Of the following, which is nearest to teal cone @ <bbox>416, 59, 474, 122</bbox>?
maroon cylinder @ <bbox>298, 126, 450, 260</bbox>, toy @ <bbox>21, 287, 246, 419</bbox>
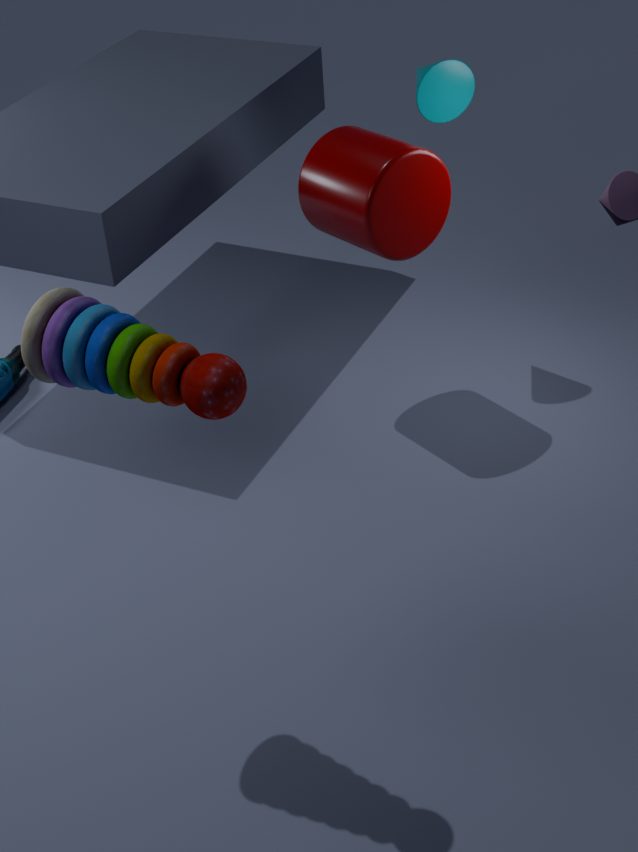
maroon cylinder @ <bbox>298, 126, 450, 260</bbox>
